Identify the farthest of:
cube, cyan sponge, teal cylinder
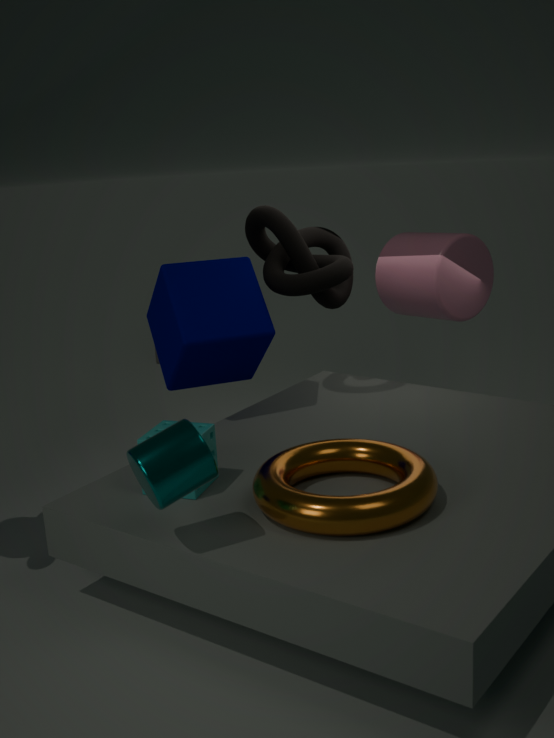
cube
